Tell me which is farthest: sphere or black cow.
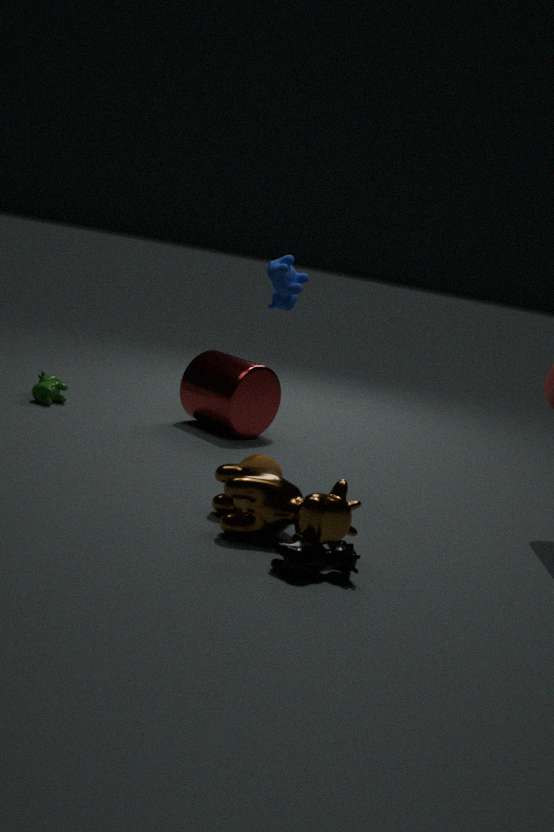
sphere
